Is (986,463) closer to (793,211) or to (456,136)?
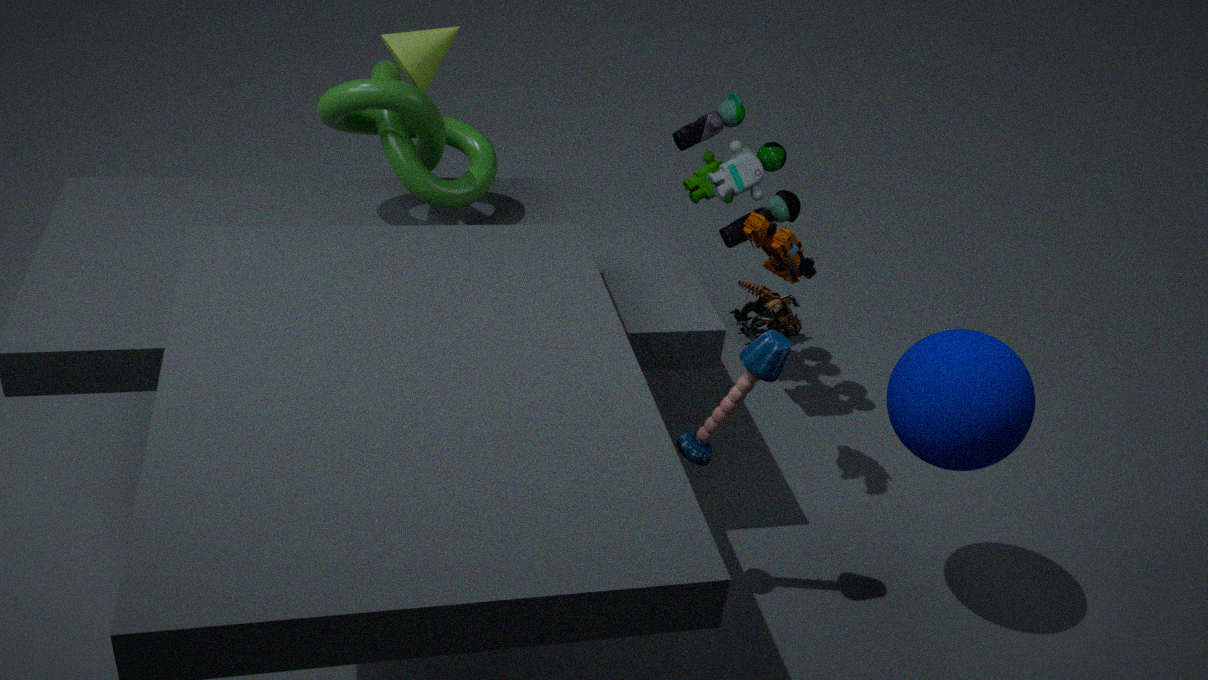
(793,211)
